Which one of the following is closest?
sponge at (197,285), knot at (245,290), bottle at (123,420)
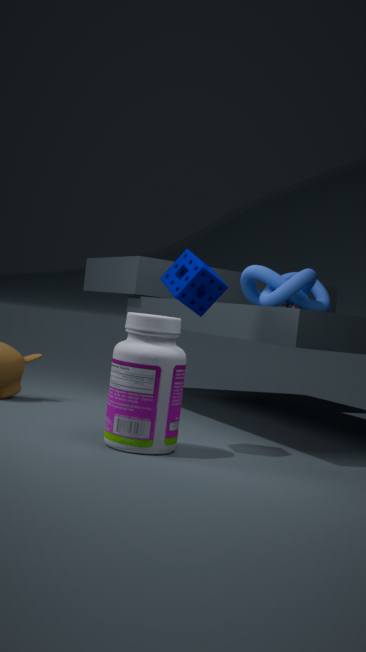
bottle at (123,420)
